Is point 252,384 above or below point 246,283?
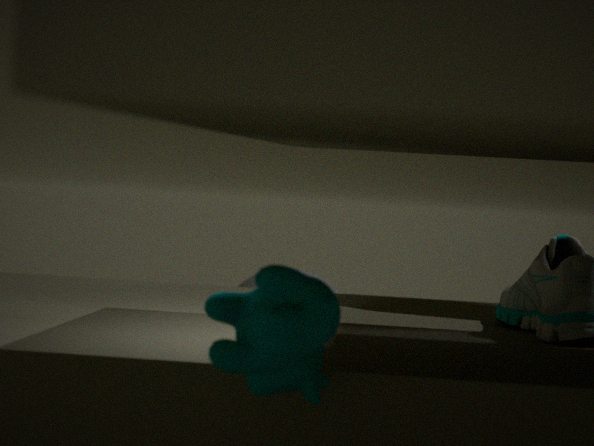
above
